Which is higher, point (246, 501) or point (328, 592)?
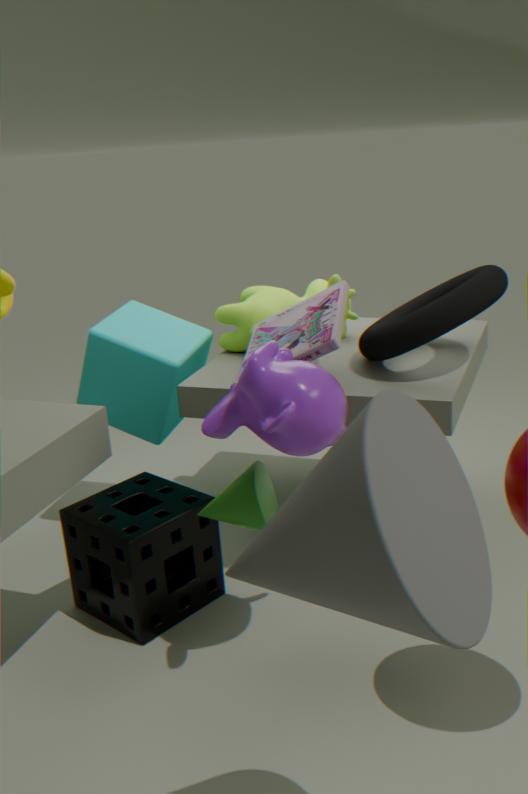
point (328, 592)
